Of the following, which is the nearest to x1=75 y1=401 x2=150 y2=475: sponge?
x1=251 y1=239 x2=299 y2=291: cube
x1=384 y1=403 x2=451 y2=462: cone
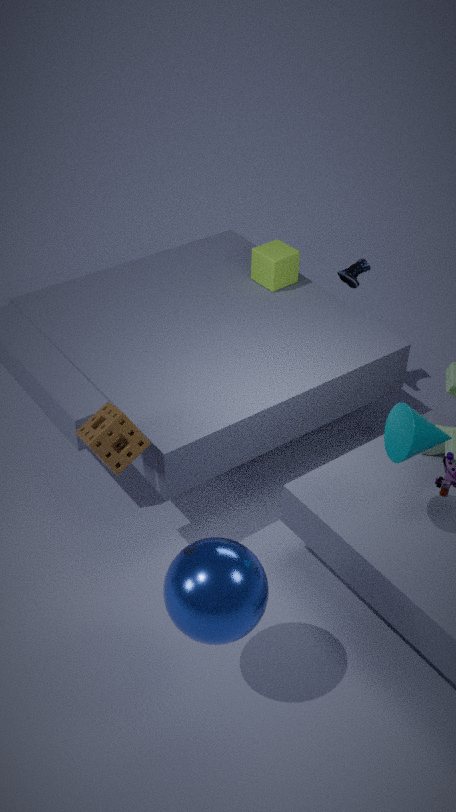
x1=384 y1=403 x2=451 y2=462: cone
